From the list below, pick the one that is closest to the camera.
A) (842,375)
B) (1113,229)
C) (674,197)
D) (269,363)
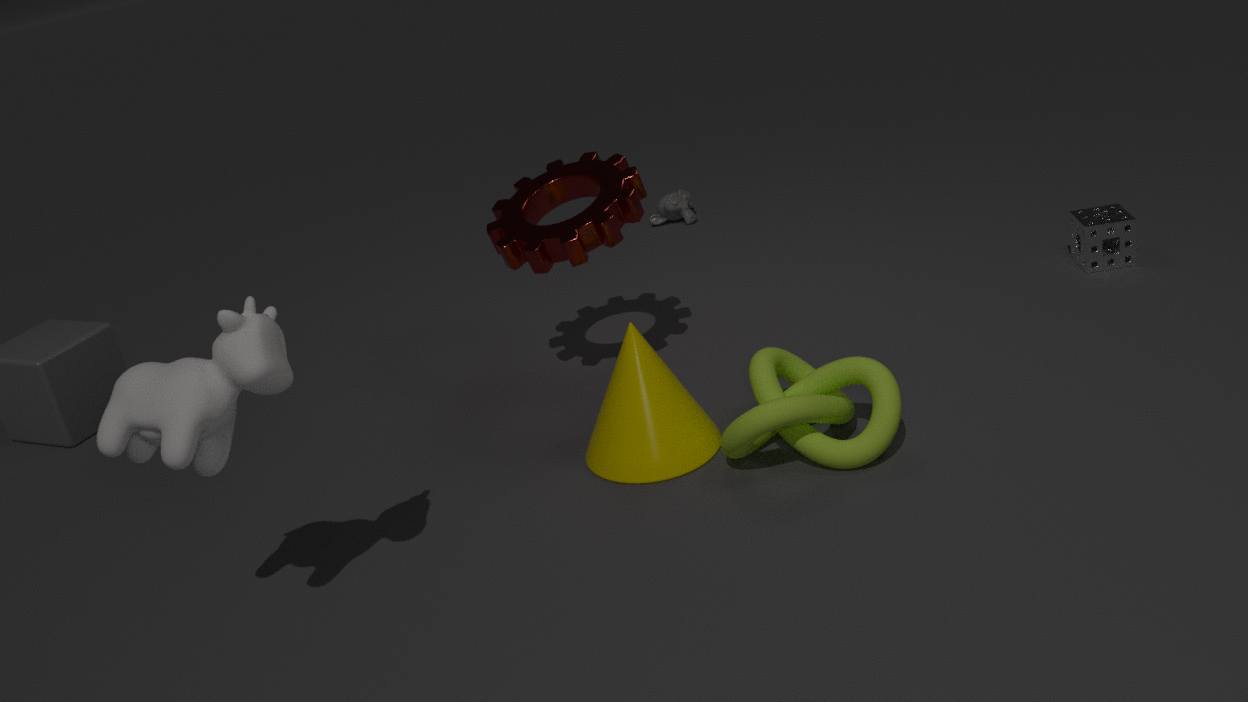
(269,363)
